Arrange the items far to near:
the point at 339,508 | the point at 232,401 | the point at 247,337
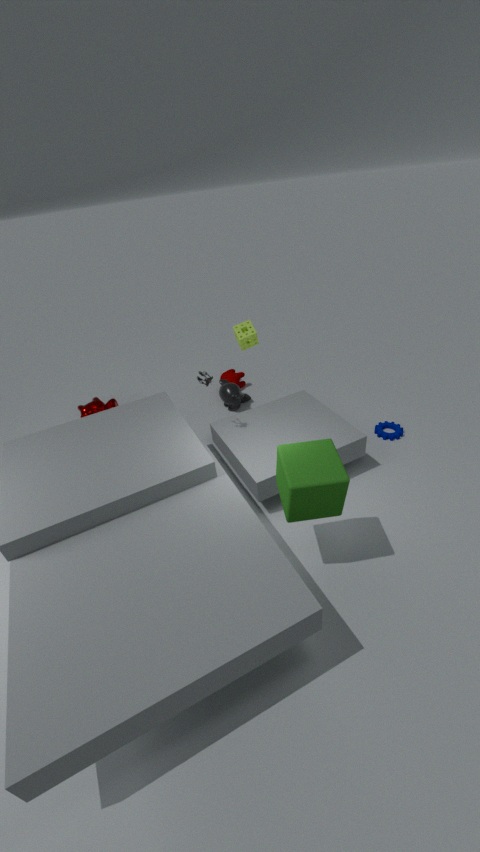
1. the point at 232,401
2. the point at 247,337
3. the point at 339,508
